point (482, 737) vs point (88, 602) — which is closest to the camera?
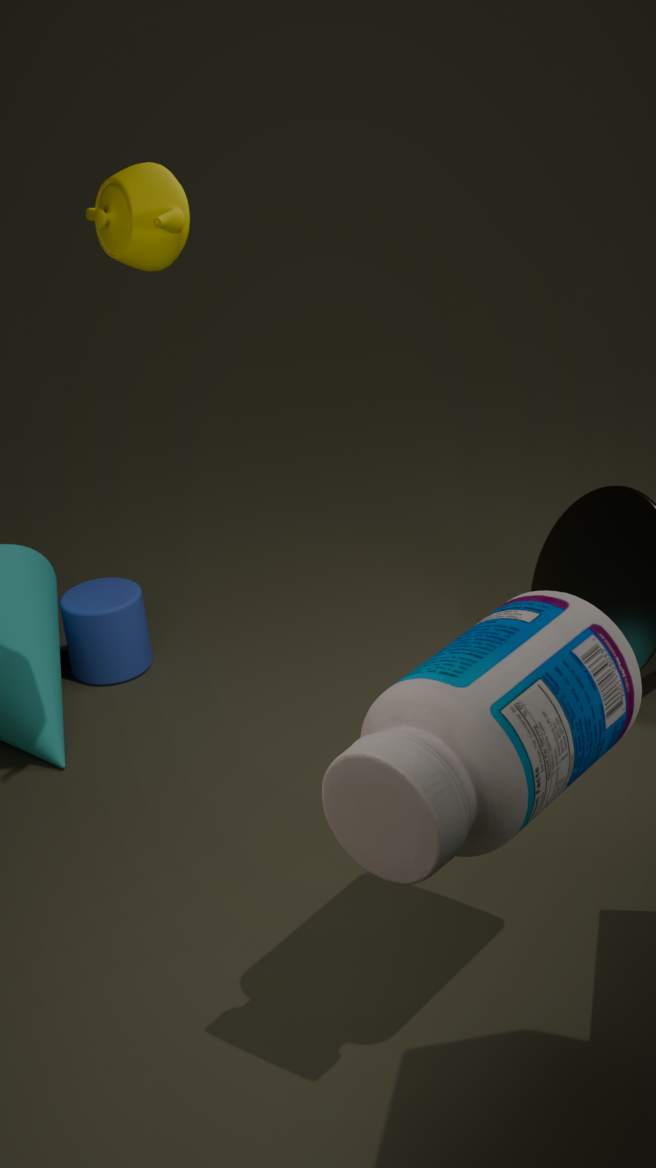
point (482, 737)
